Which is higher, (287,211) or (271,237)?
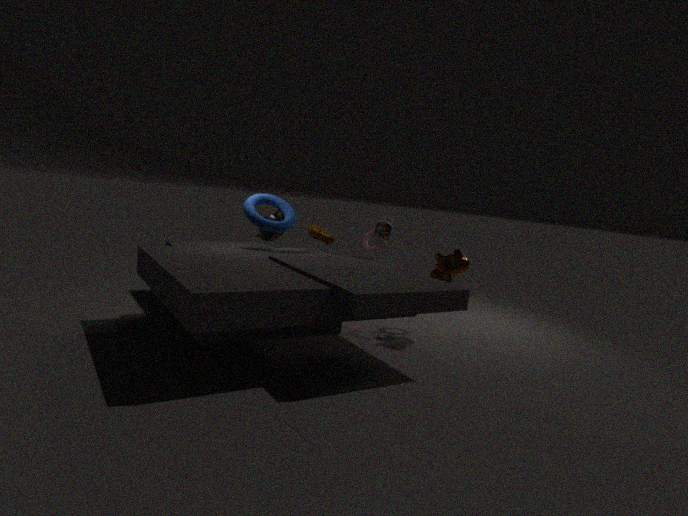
(287,211)
